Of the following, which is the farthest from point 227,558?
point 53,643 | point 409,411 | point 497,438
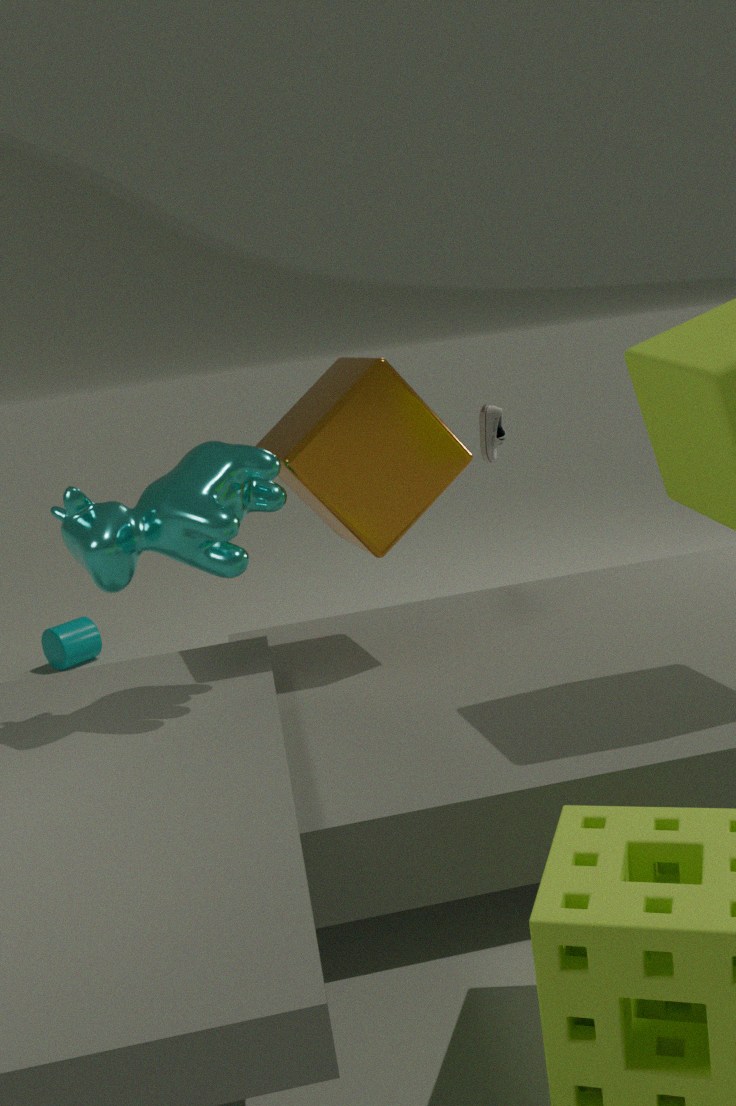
point 53,643
